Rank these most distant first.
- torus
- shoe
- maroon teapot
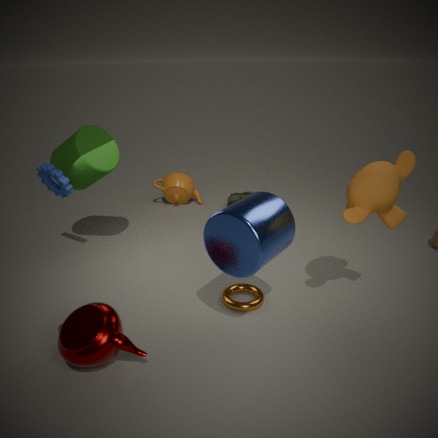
shoe → torus → maroon teapot
